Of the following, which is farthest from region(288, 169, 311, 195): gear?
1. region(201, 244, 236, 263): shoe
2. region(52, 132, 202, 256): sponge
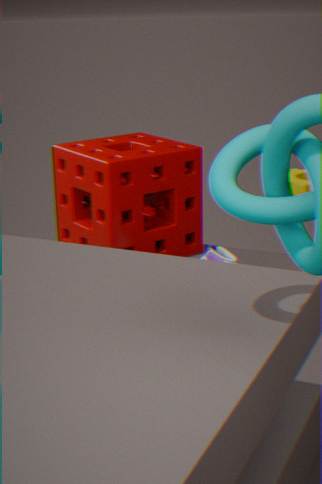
region(201, 244, 236, 263): shoe
